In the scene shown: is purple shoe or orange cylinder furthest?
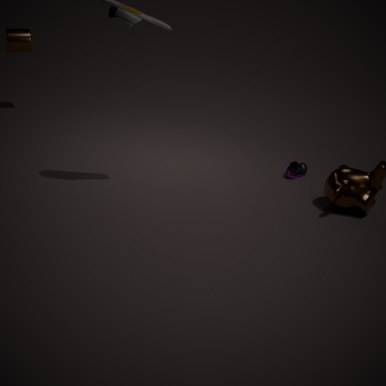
orange cylinder
